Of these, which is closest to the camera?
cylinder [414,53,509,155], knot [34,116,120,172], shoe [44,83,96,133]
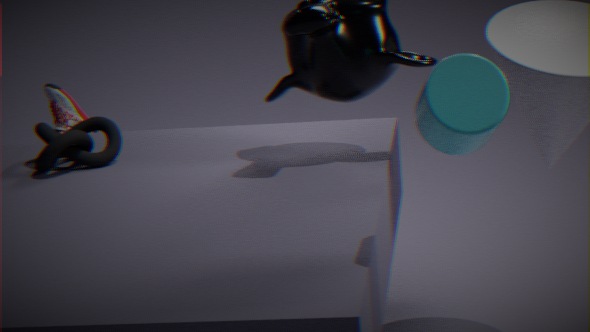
cylinder [414,53,509,155]
